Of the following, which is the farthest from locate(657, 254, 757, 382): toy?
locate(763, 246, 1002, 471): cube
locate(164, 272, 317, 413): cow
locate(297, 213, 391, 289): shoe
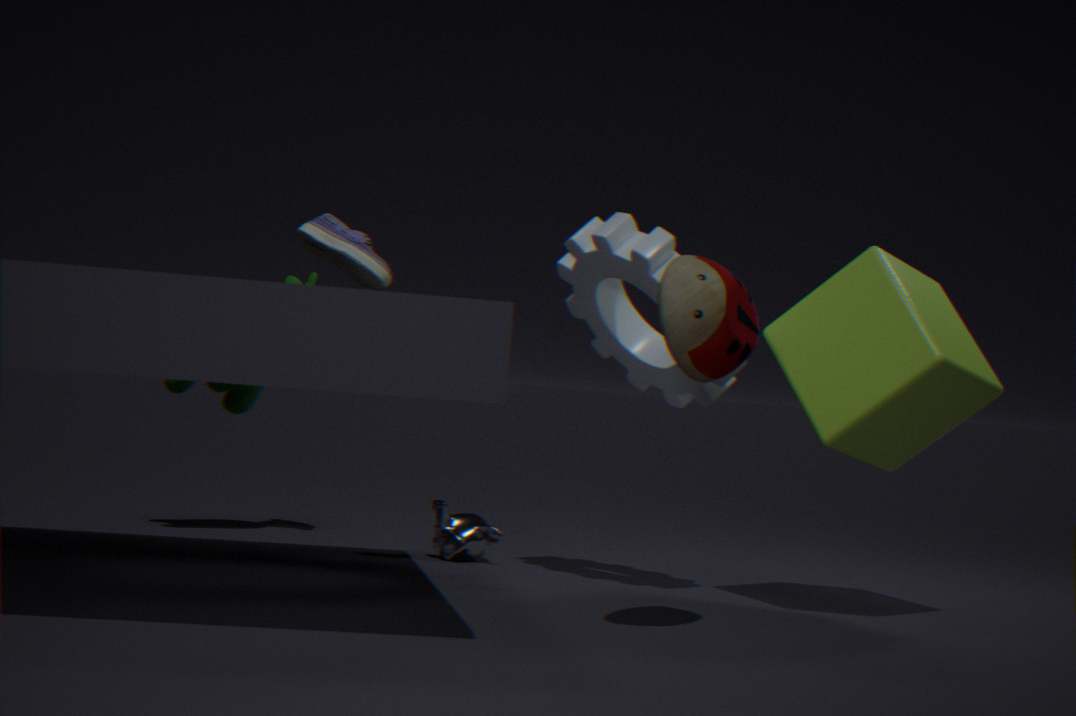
locate(164, 272, 317, 413): cow
